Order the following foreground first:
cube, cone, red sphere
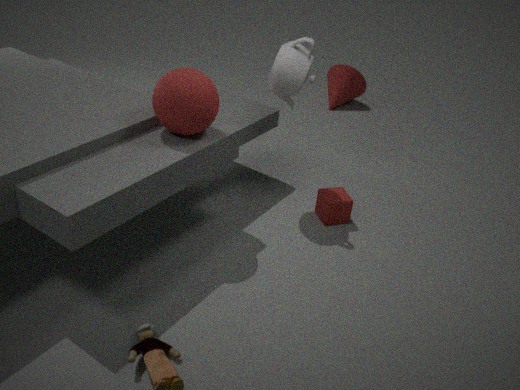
red sphere → cube → cone
